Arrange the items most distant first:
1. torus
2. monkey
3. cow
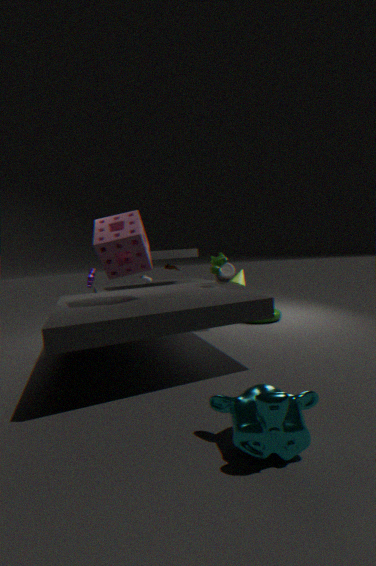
torus, cow, monkey
